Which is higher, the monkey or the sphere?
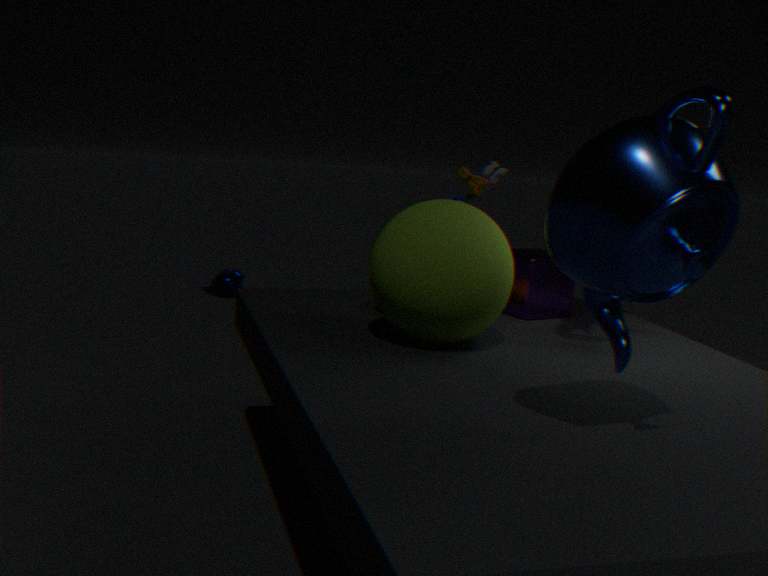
the sphere
